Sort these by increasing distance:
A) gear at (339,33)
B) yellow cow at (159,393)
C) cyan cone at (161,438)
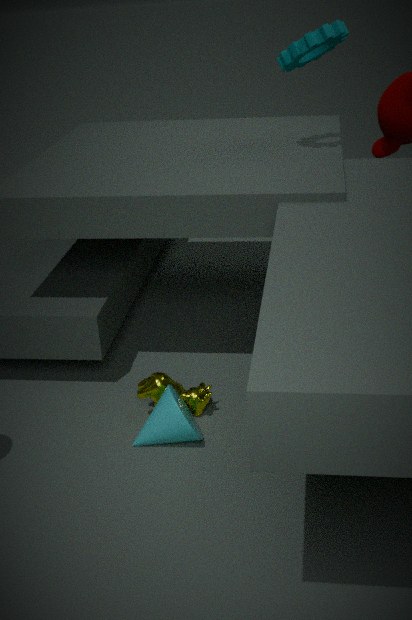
1. cyan cone at (161,438)
2. yellow cow at (159,393)
3. gear at (339,33)
